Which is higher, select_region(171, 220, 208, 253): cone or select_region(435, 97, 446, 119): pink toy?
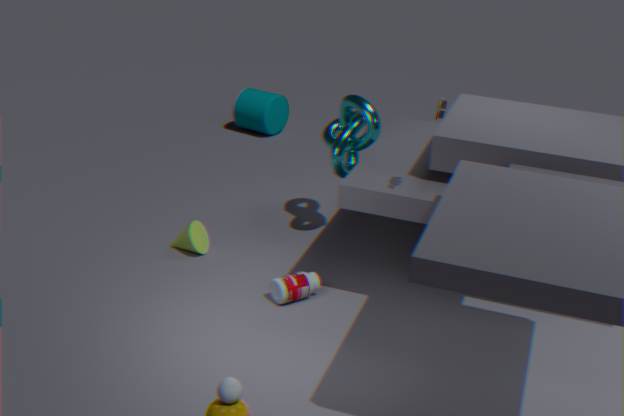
select_region(435, 97, 446, 119): pink toy
